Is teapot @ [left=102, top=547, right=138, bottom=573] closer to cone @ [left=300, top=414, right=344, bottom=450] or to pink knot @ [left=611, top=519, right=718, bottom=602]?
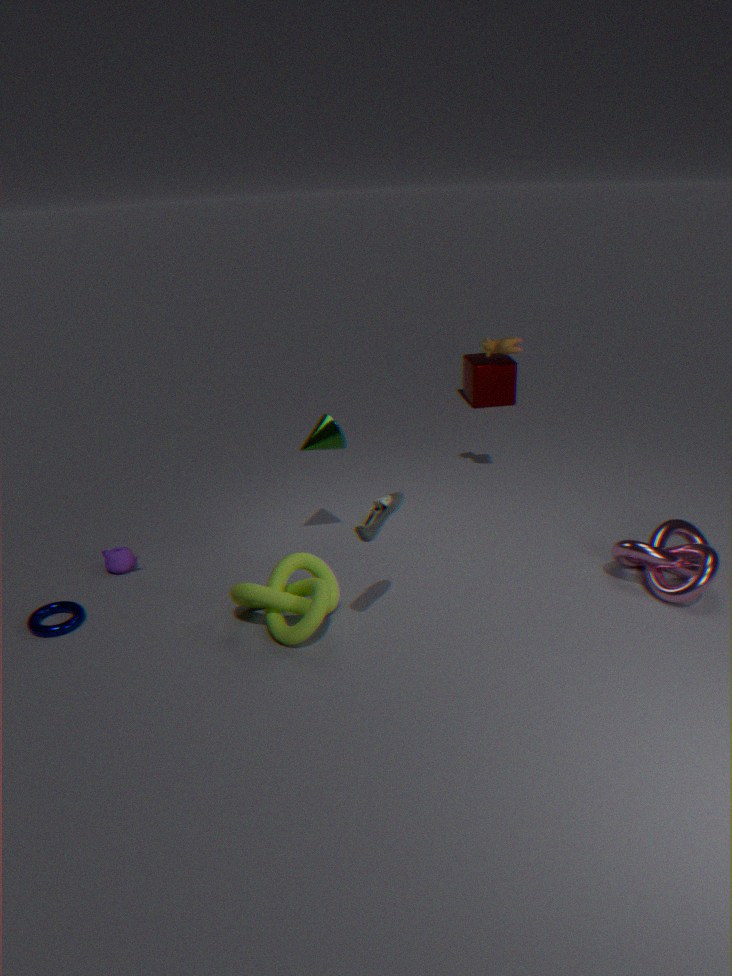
cone @ [left=300, top=414, right=344, bottom=450]
